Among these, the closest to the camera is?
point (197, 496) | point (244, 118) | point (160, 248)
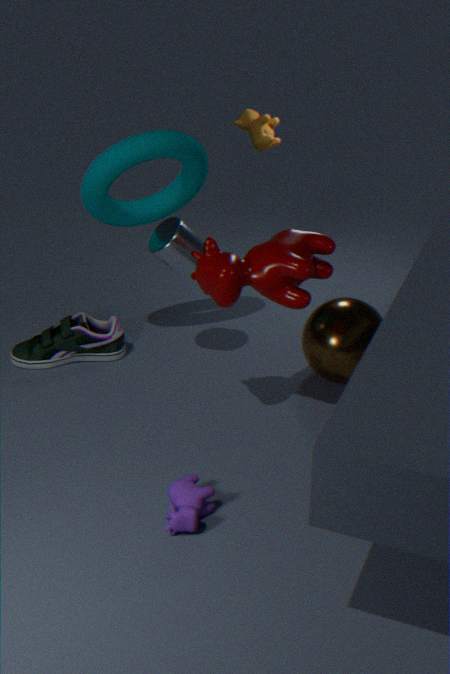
point (197, 496)
